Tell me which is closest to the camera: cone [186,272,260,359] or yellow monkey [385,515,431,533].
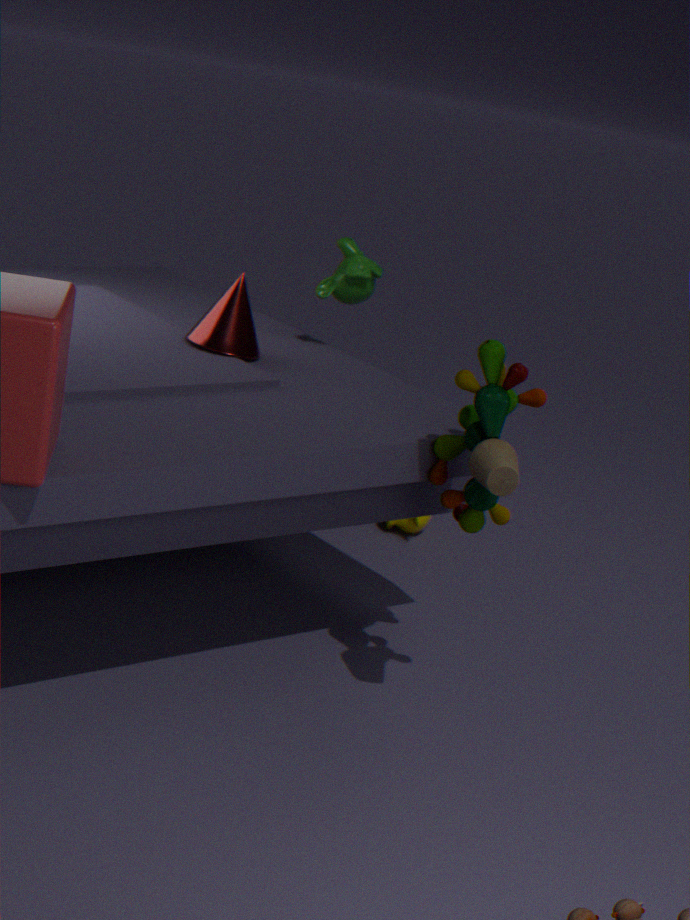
cone [186,272,260,359]
